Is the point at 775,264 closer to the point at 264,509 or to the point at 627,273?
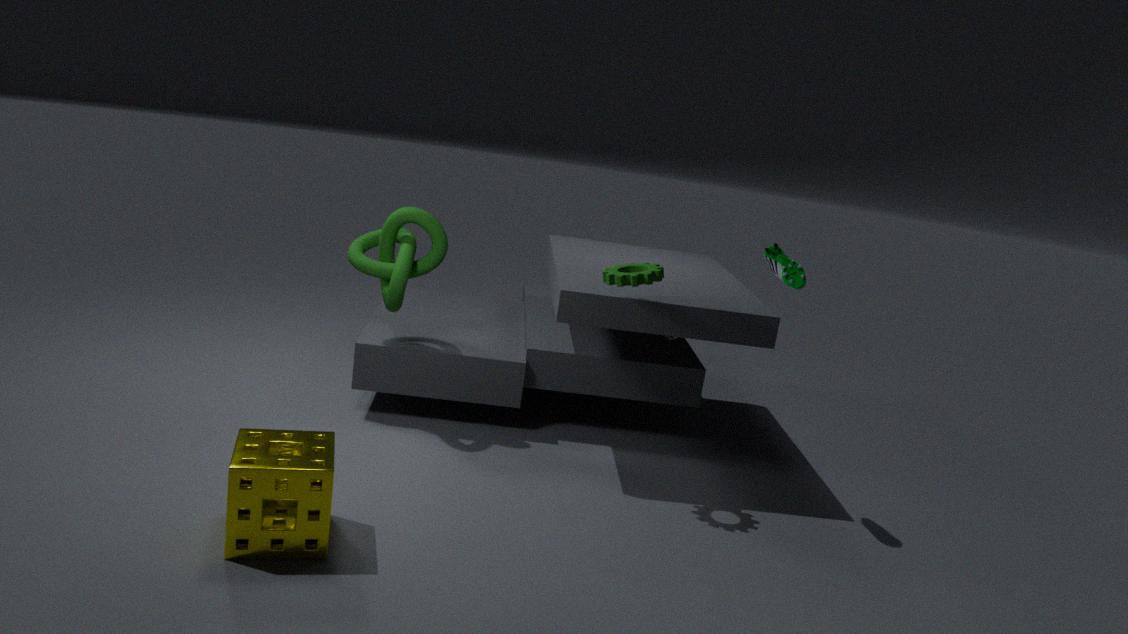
the point at 627,273
